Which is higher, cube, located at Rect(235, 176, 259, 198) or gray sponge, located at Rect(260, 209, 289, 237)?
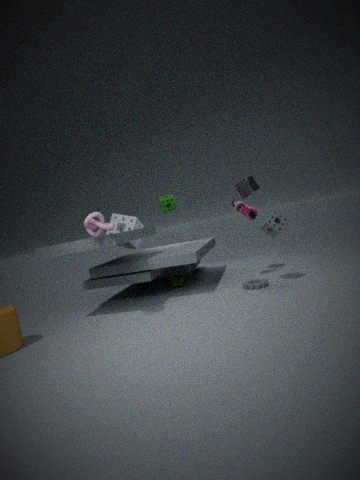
cube, located at Rect(235, 176, 259, 198)
